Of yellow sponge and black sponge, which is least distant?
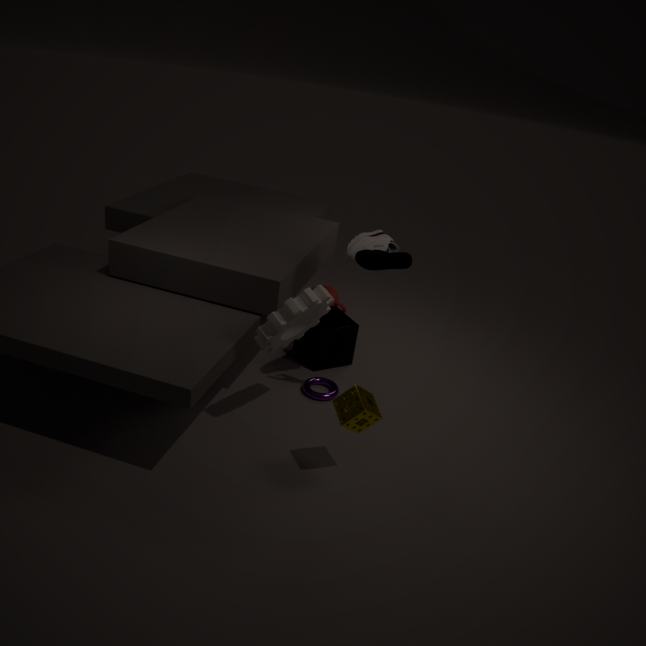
yellow sponge
